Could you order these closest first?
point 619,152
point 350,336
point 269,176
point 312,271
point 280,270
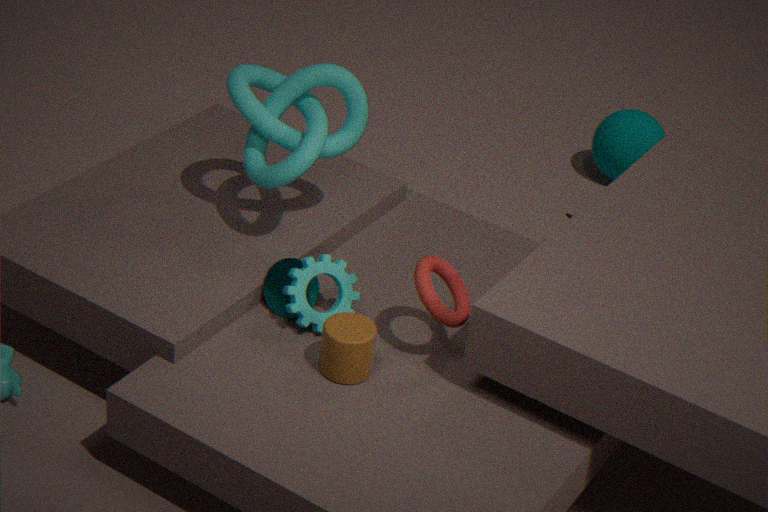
point 350,336 < point 312,271 < point 280,270 < point 269,176 < point 619,152
